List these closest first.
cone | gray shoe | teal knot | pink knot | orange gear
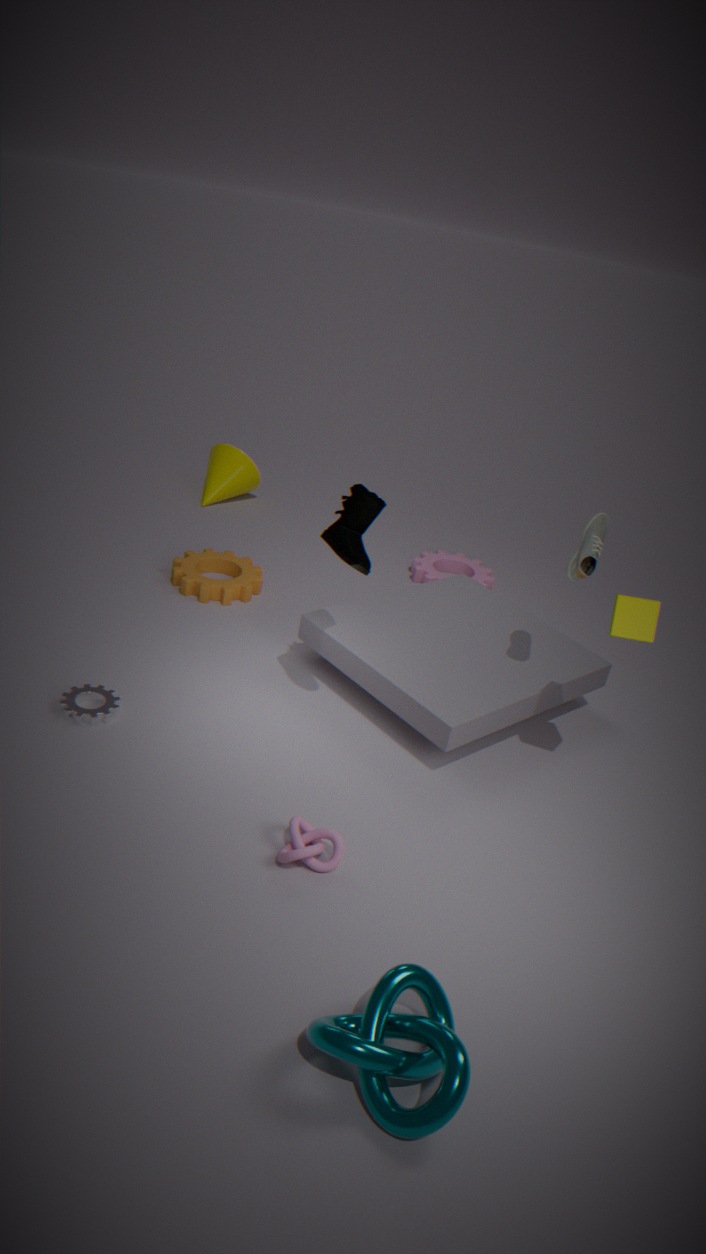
1. teal knot
2. pink knot
3. gray shoe
4. orange gear
5. cone
